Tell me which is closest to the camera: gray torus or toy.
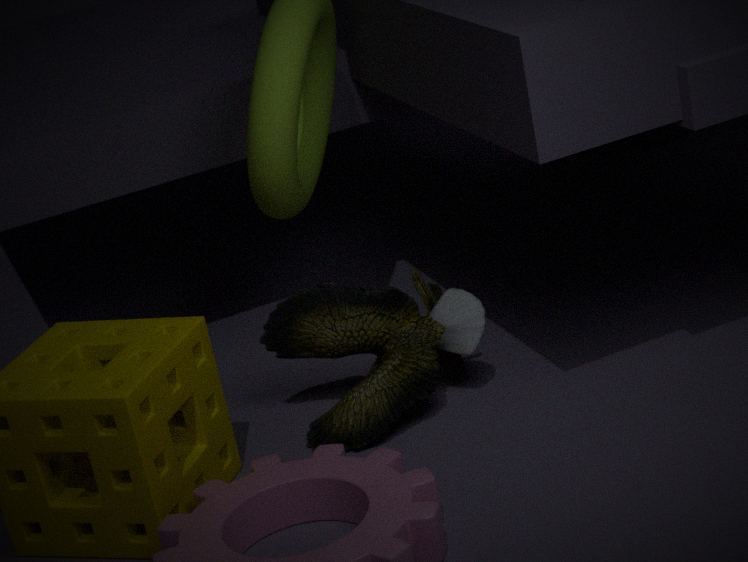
toy
